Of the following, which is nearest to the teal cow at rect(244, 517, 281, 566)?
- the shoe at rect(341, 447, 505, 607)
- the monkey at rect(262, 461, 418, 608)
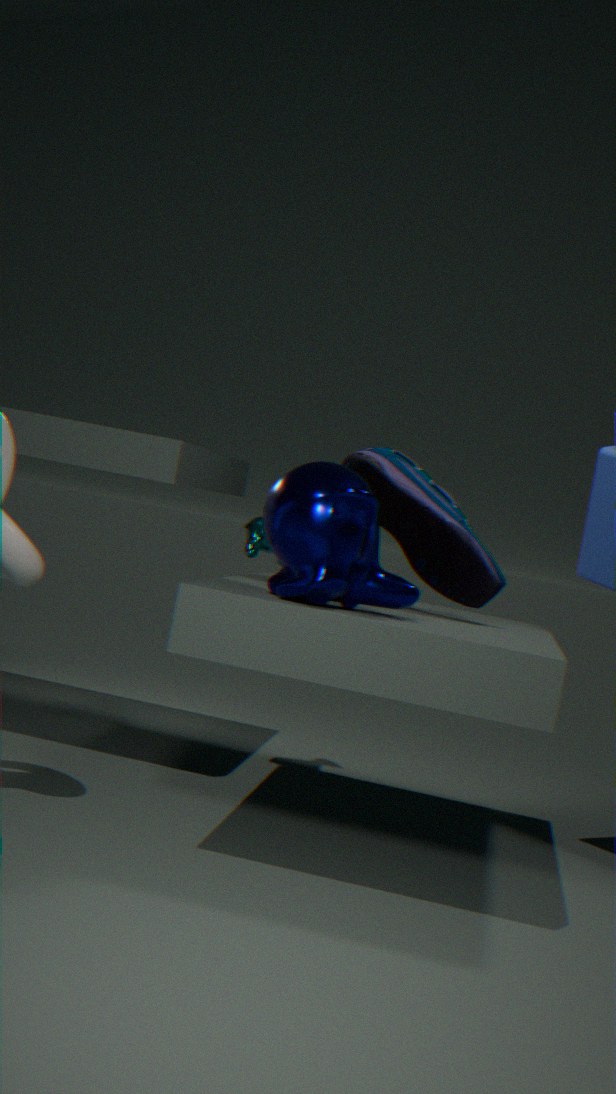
the shoe at rect(341, 447, 505, 607)
